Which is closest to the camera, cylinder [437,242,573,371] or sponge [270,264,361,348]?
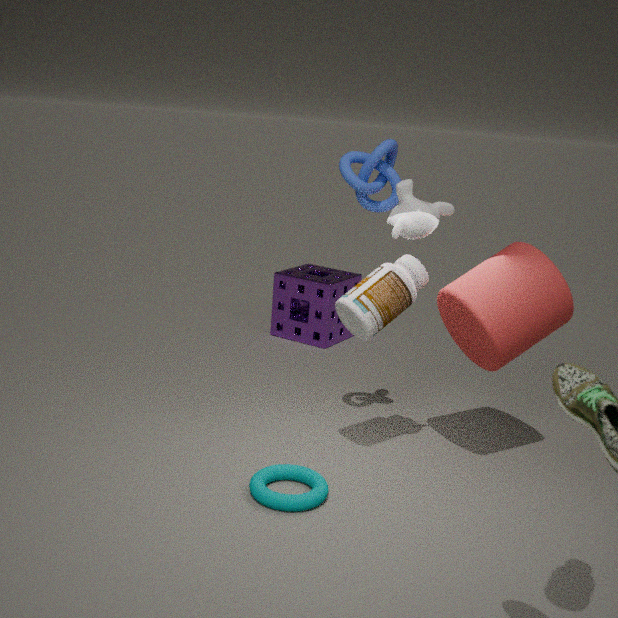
cylinder [437,242,573,371]
